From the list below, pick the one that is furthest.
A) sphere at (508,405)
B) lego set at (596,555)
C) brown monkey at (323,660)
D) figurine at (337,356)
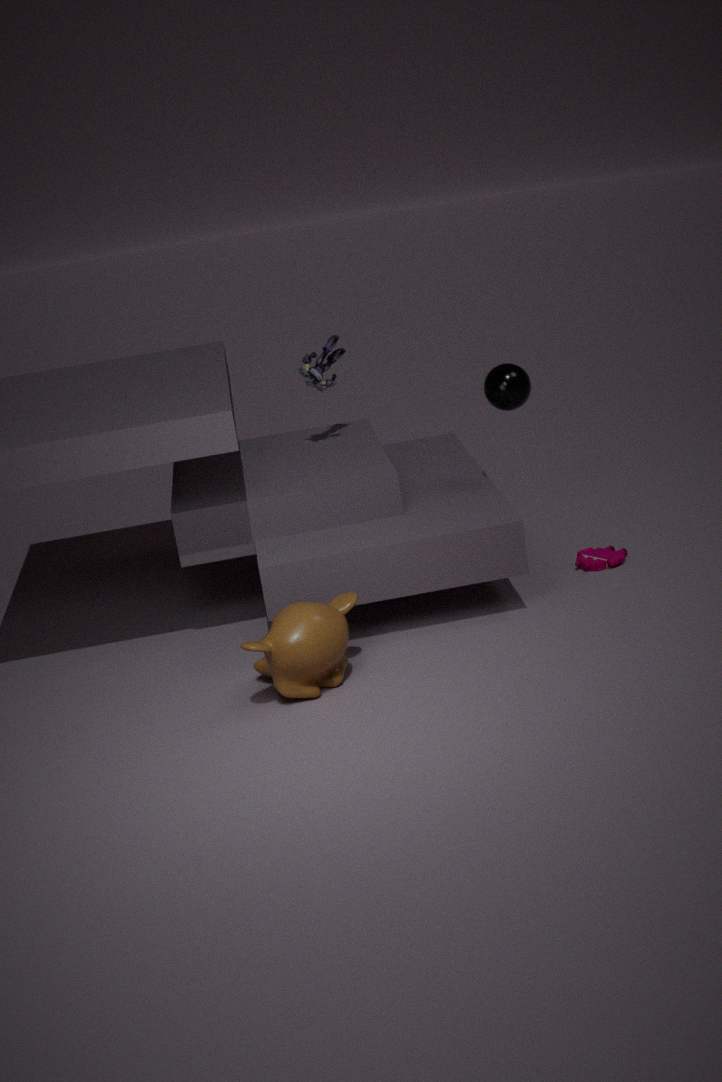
figurine at (337,356)
